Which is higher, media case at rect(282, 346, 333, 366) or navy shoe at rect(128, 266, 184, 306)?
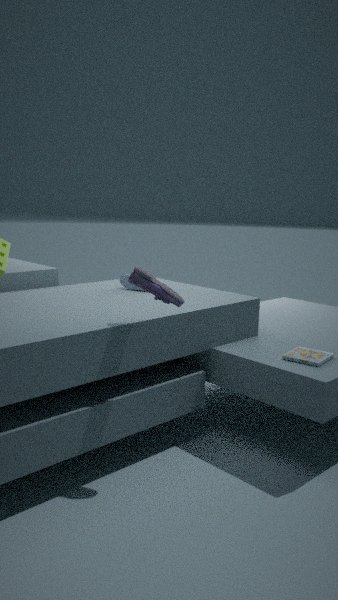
navy shoe at rect(128, 266, 184, 306)
